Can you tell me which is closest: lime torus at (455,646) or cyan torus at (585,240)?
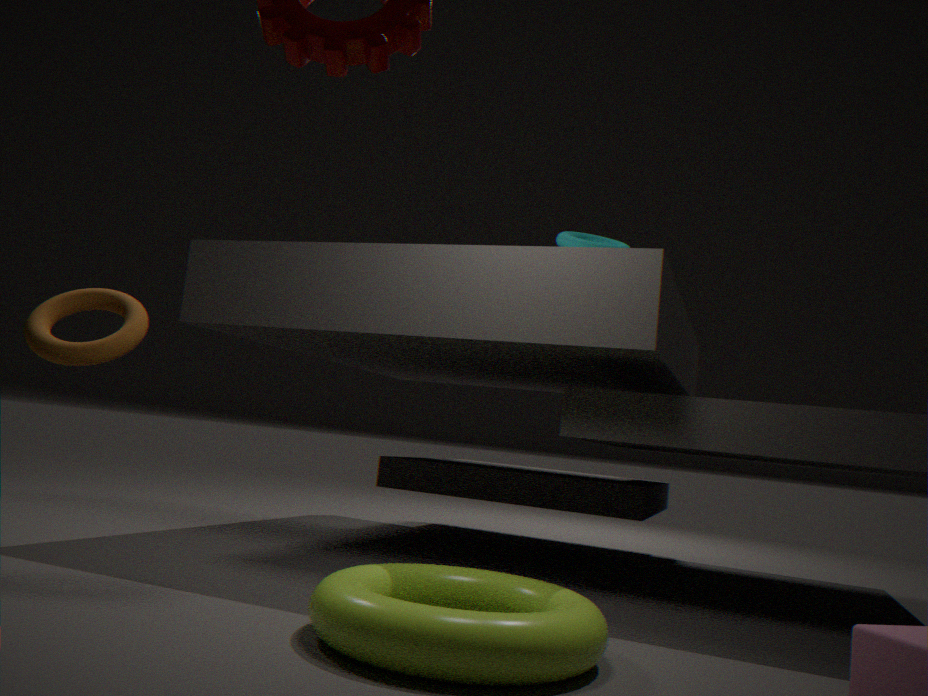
lime torus at (455,646)
